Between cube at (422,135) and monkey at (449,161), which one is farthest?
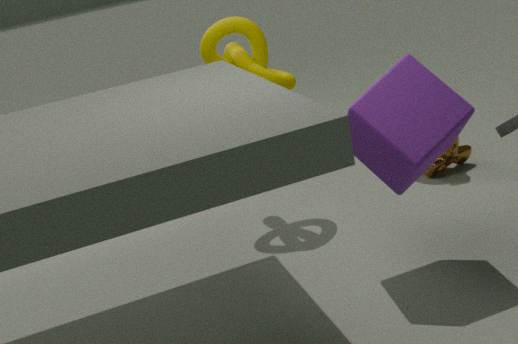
monkey at (449,161)
